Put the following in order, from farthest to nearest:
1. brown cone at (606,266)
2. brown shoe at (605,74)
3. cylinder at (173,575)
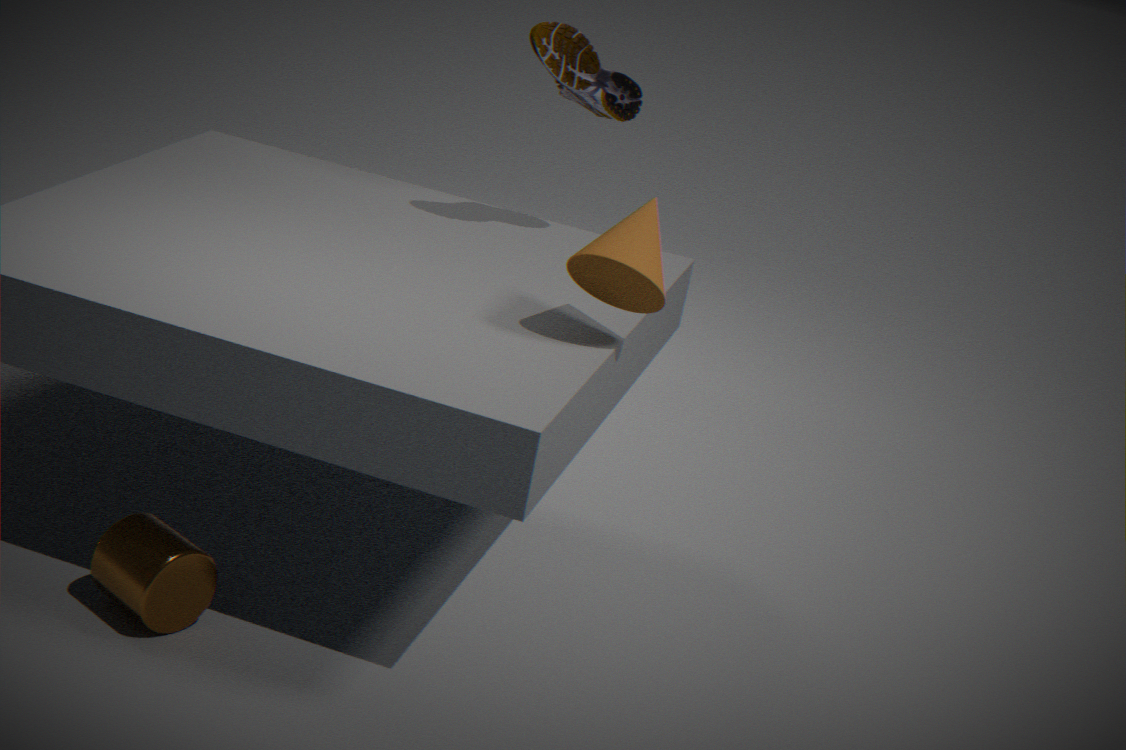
brown shoe at (605,74) < brown cone at (606,266) < cylinder at (173,575)
